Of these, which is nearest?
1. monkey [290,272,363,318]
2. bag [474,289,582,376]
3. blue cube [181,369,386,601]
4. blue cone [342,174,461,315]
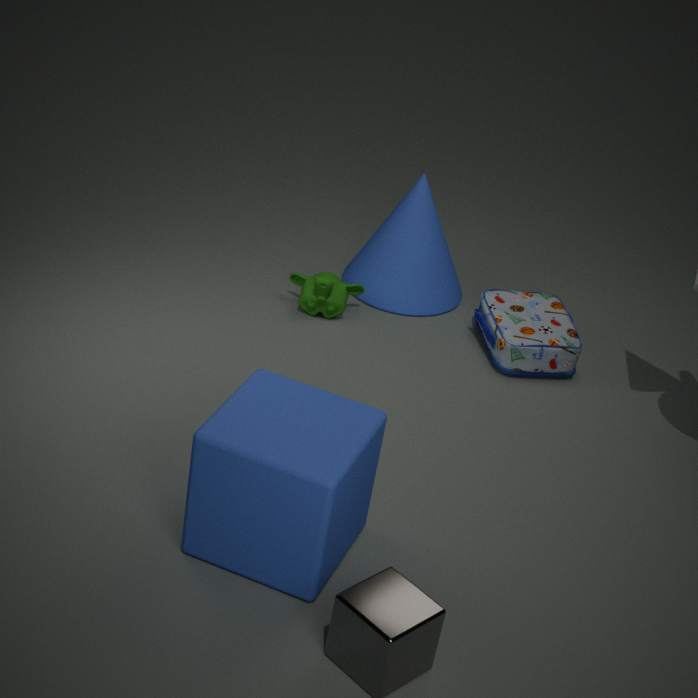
blue cube [181,369,386,601]
